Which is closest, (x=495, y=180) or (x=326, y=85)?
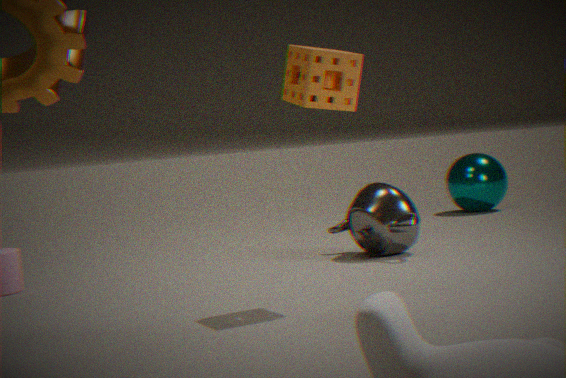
(x=326, y=85)
